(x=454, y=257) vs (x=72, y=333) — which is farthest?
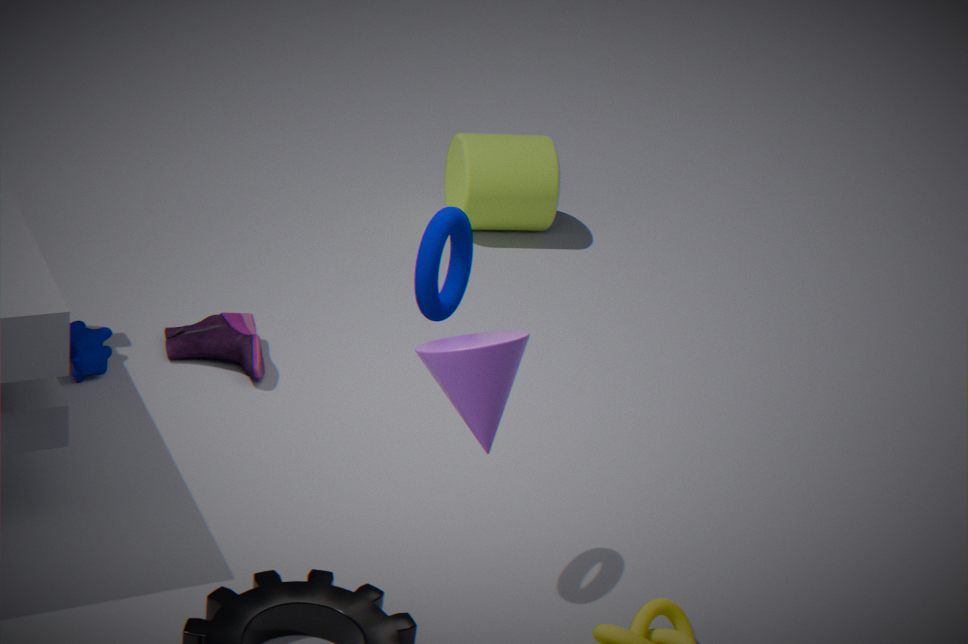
(x=72, y=333)
